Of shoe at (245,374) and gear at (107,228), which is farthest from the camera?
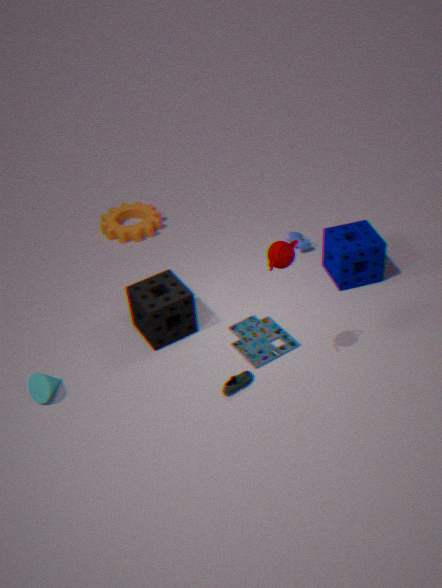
gear at (107,228)
